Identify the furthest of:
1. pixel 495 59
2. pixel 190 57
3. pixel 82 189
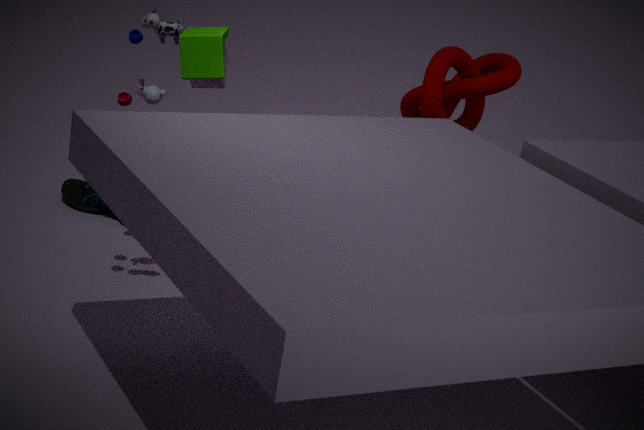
pixel 82 189
